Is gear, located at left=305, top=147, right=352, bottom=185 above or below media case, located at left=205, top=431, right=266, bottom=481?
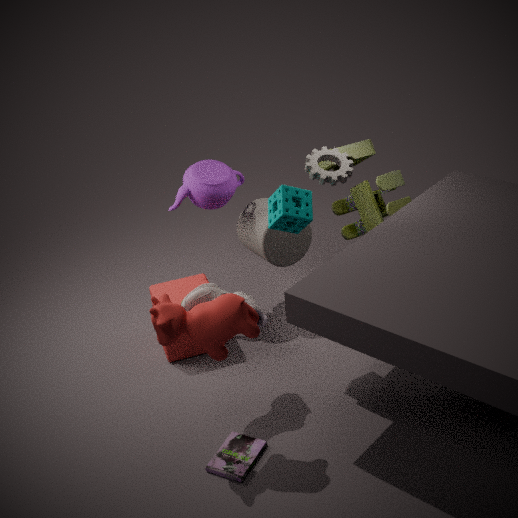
above
